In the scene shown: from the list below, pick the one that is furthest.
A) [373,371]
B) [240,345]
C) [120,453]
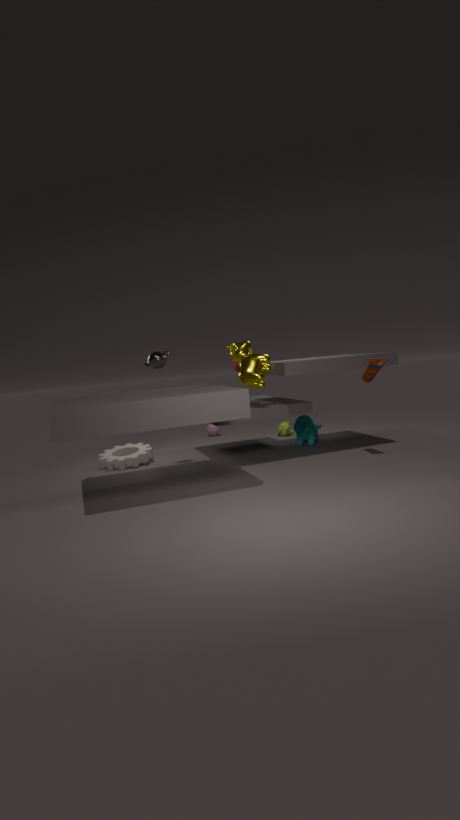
[120,453]
